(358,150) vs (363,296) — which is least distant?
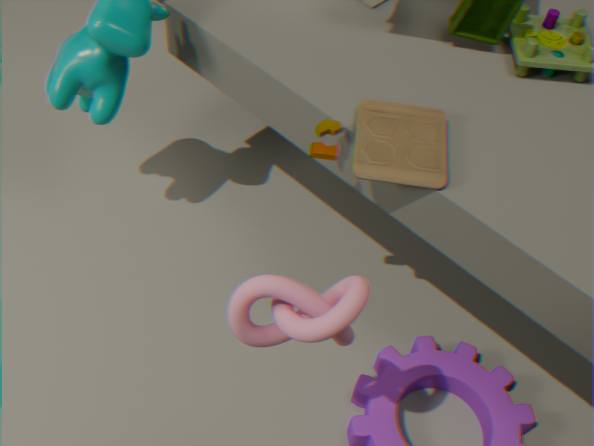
(363,296)
